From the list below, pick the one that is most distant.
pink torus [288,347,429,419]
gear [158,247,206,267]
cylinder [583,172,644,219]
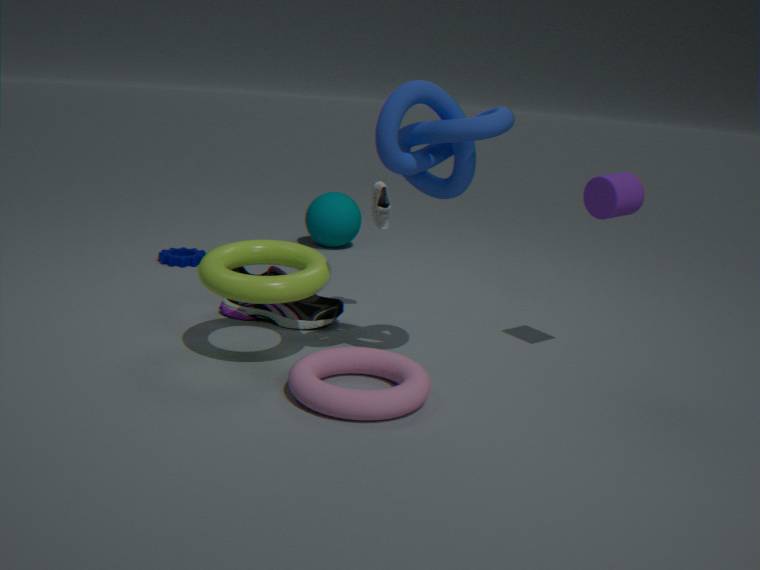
gear [158,247,206,267]
